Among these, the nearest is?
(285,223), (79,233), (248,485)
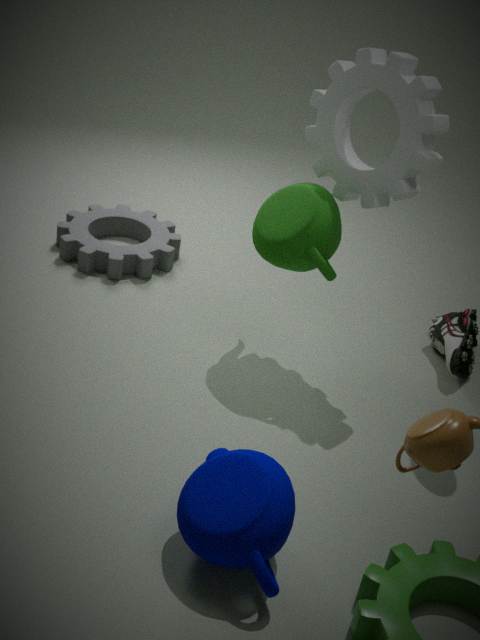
(248,485)
